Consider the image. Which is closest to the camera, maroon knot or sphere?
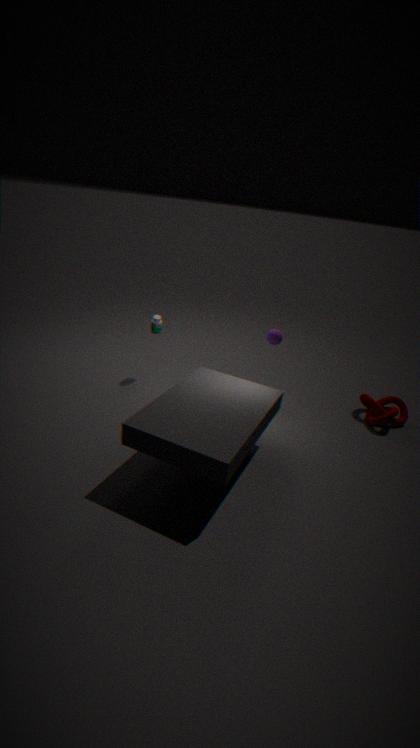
maroon knot
